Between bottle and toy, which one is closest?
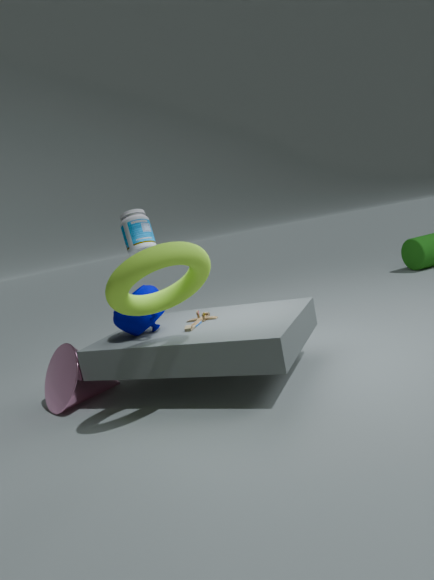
toy
